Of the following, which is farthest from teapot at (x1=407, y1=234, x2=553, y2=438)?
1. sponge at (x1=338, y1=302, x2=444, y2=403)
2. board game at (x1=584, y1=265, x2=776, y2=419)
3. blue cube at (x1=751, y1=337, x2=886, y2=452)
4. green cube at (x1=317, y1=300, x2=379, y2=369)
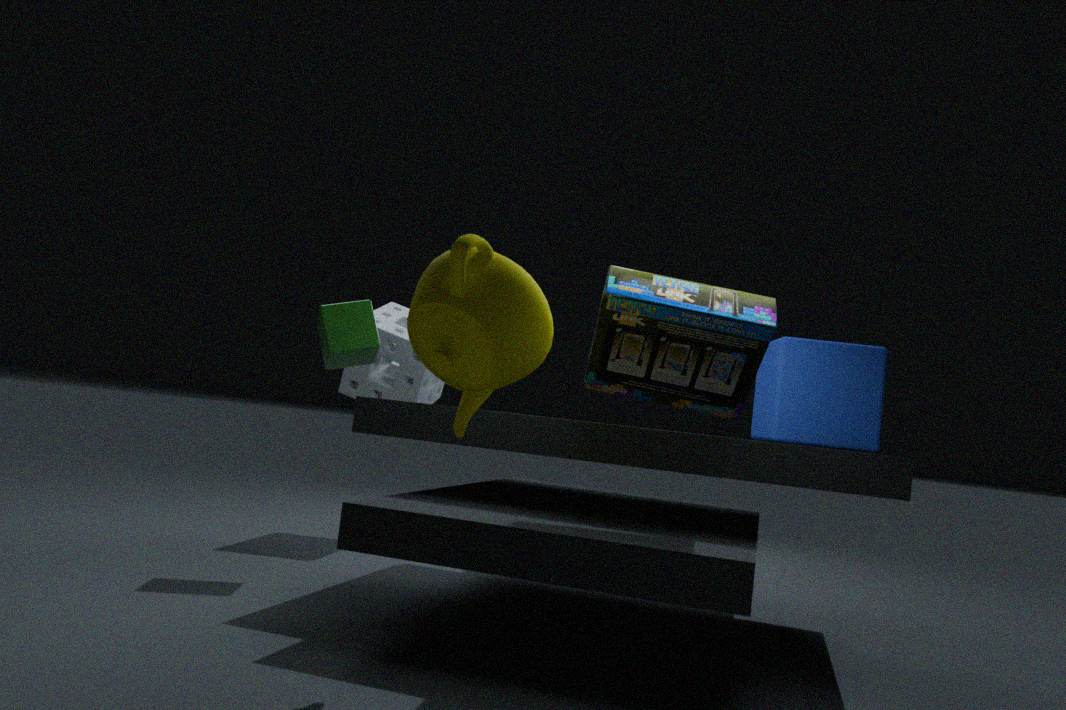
sponge at (x1=338, y1=302, x2=444, y2=403)
